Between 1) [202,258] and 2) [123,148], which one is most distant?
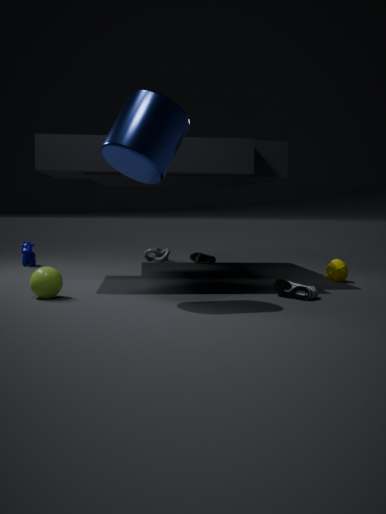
1. [202,258]
